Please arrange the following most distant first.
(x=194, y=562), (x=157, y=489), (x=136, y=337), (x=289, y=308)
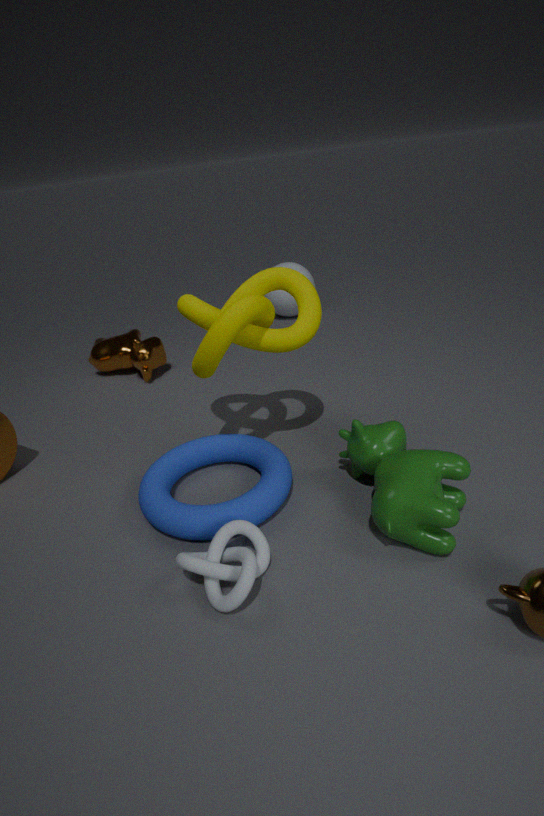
(x=289, y=308), (x=136, y=337), (x=157, y=489), (x=194, y=562)
